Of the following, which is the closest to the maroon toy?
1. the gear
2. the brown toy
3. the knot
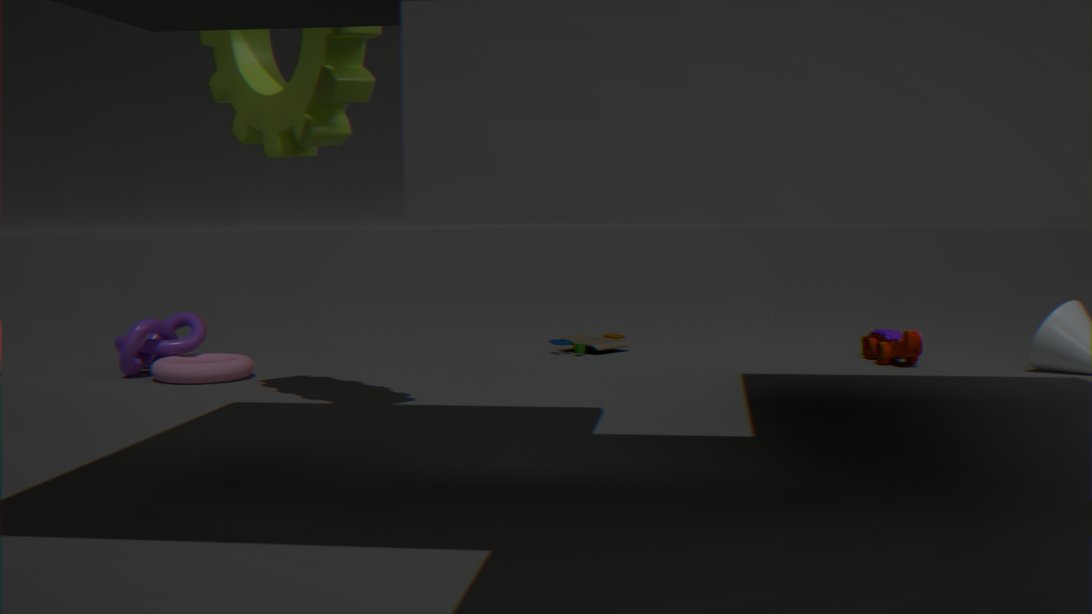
the brown toy
